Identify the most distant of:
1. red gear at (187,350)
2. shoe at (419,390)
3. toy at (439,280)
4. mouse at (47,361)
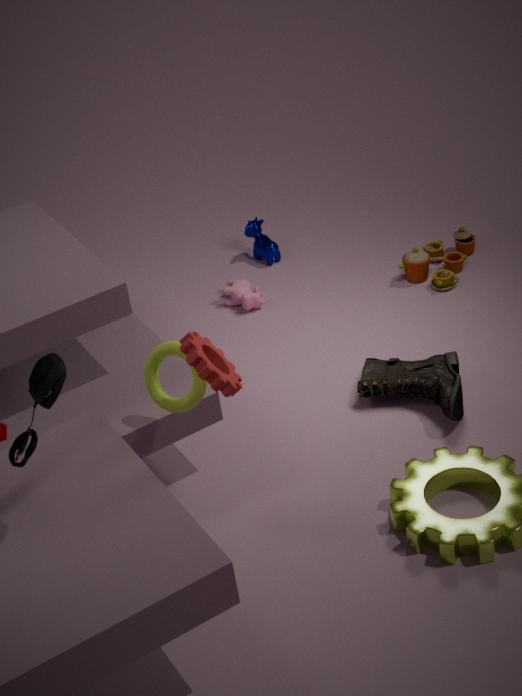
toy at (439,280)
